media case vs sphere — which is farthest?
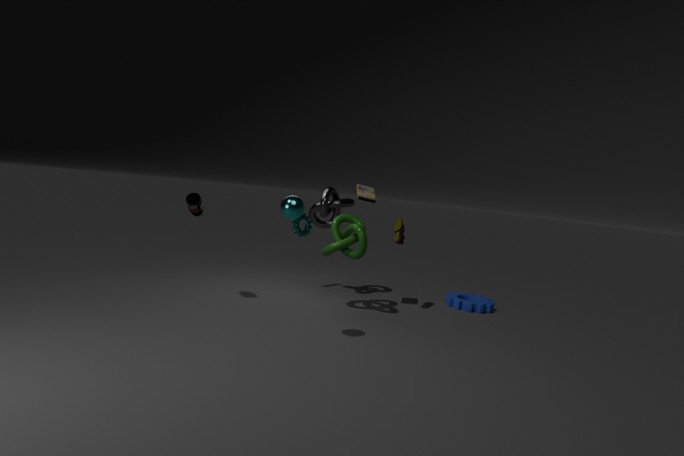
media case
